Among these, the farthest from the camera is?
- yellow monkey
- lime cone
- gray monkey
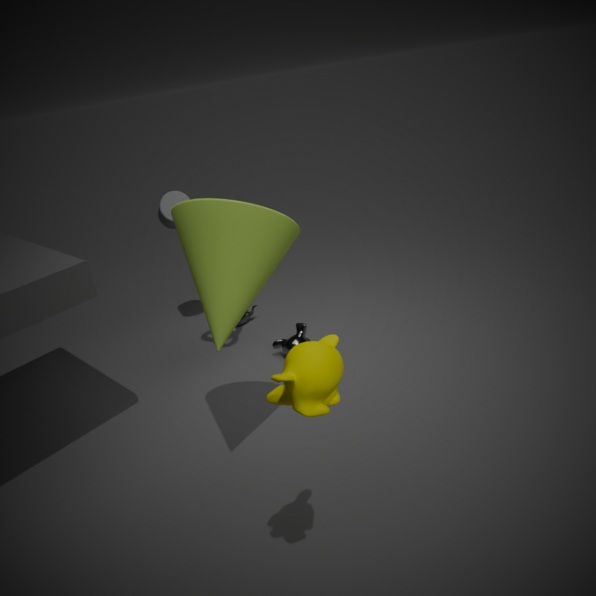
gray monkey
